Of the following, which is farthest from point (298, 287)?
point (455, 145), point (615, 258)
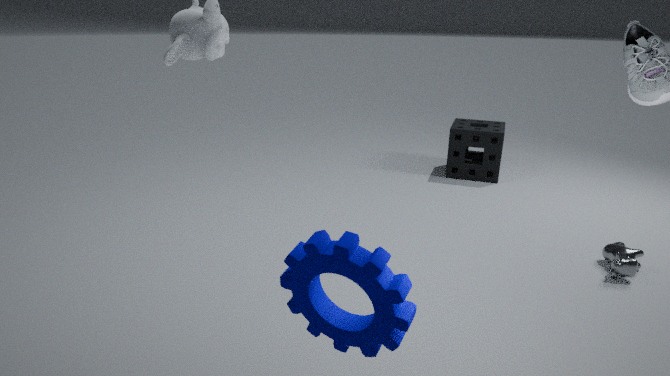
point (455, 145)
